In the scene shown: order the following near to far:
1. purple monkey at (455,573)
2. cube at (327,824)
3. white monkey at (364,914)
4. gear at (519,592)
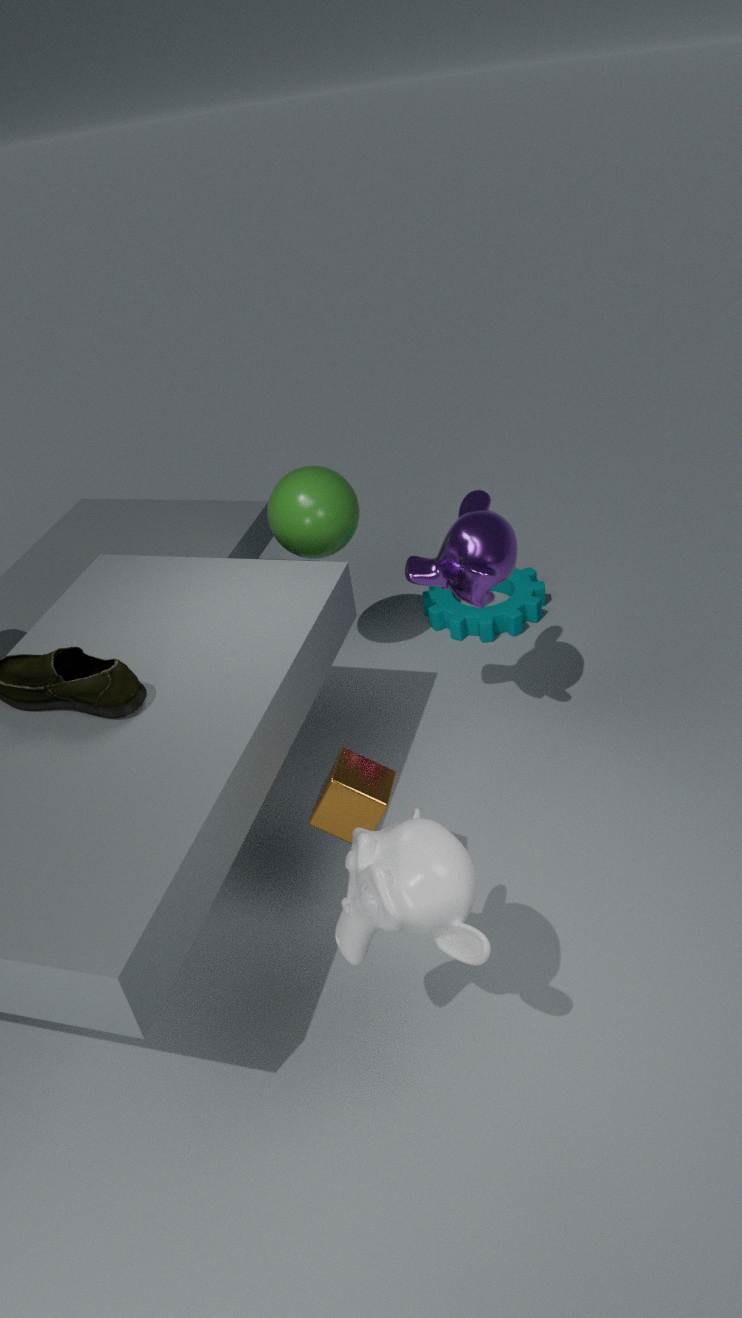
white monkey at (364,914)
cube at (327,824)
purple monkey at (455,573)
gear at (519,592)
